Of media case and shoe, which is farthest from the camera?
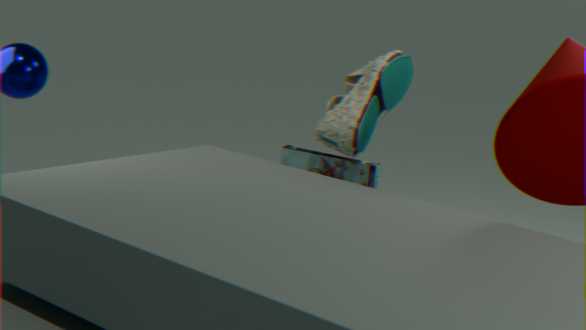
media case
